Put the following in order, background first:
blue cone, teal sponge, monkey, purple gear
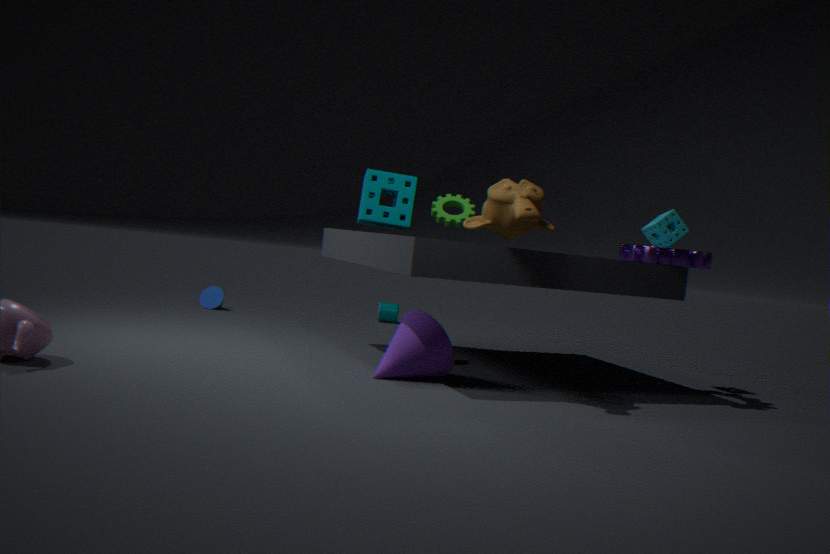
blue cone
teal sponge
purple gear
monkey
